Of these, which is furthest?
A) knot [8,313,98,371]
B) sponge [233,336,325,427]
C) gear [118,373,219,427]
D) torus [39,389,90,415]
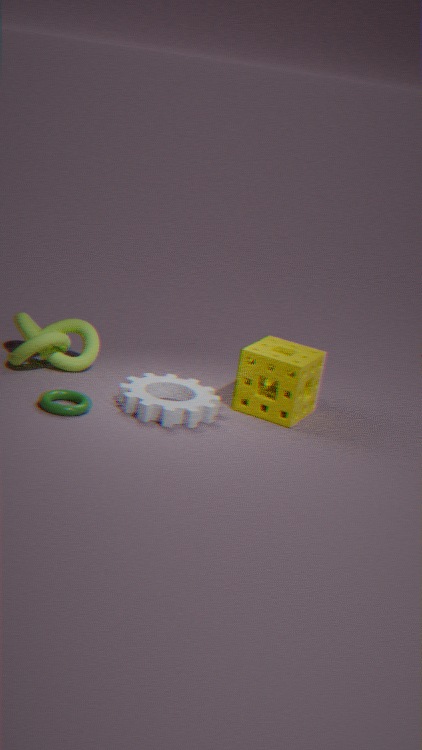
knot [8,313,98,371]
